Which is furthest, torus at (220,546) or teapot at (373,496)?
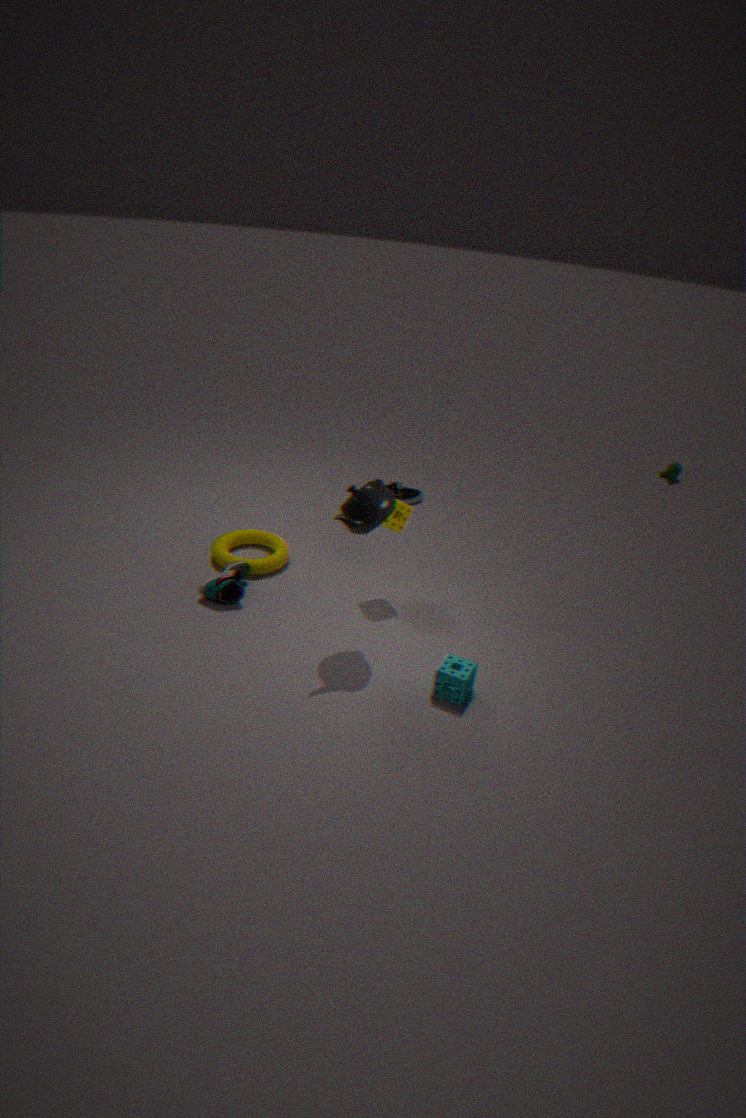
torus at (220,546)
